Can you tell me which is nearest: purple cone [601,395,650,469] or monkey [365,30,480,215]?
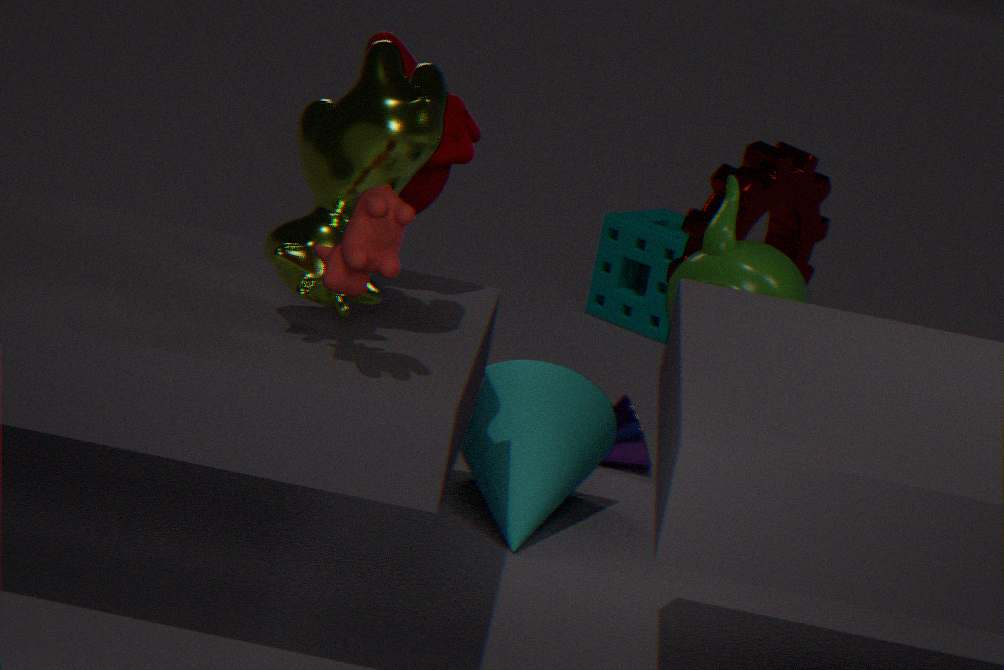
monkey [365,30,480,215]
